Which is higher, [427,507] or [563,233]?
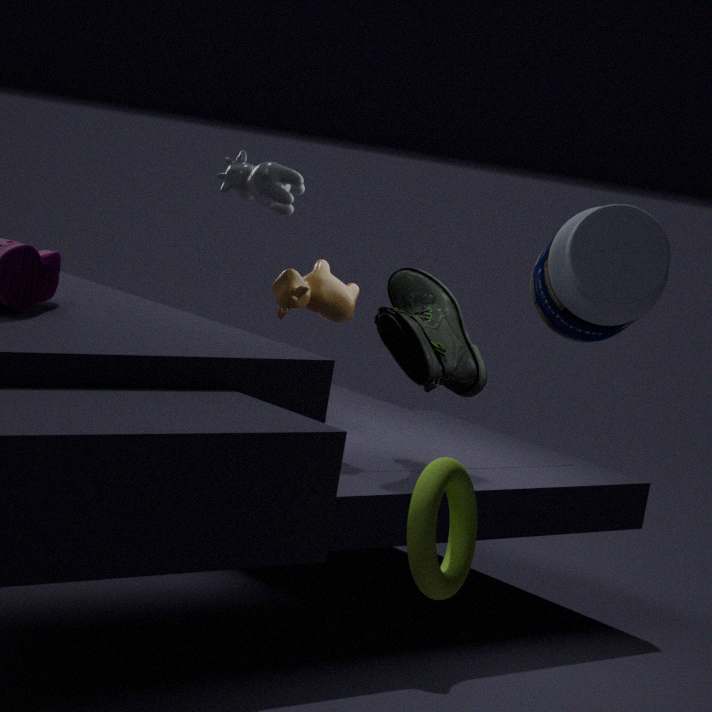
[563,233]
